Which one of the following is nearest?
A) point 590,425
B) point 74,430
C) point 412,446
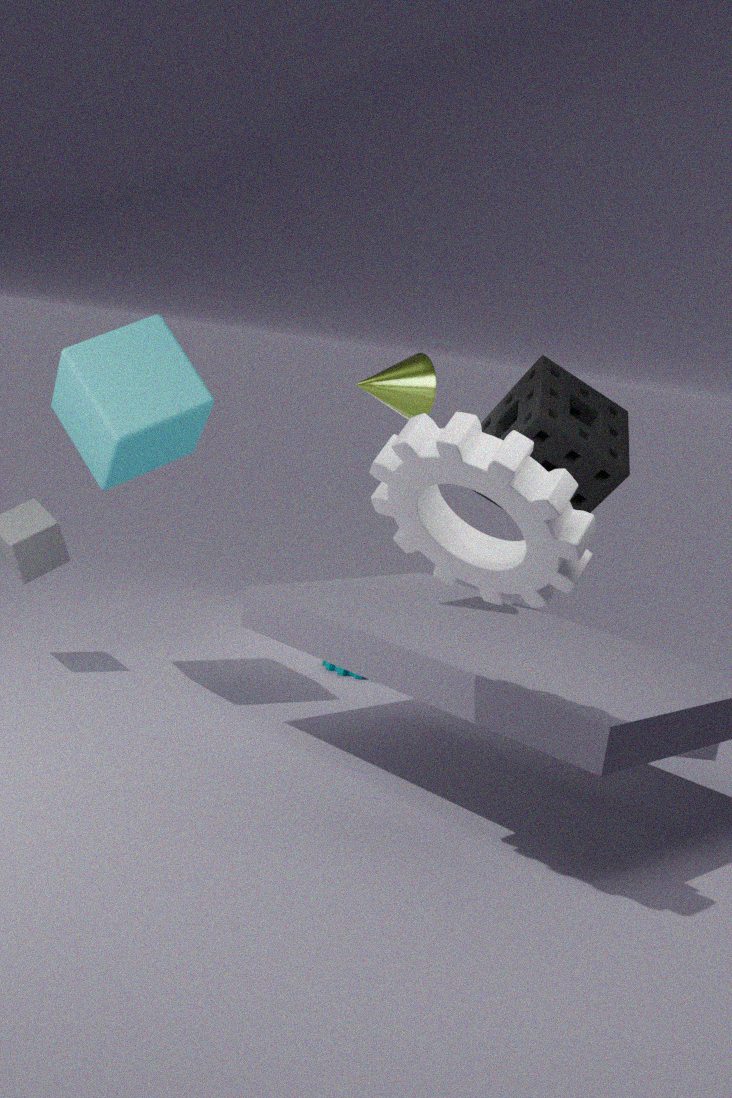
point 412,446
